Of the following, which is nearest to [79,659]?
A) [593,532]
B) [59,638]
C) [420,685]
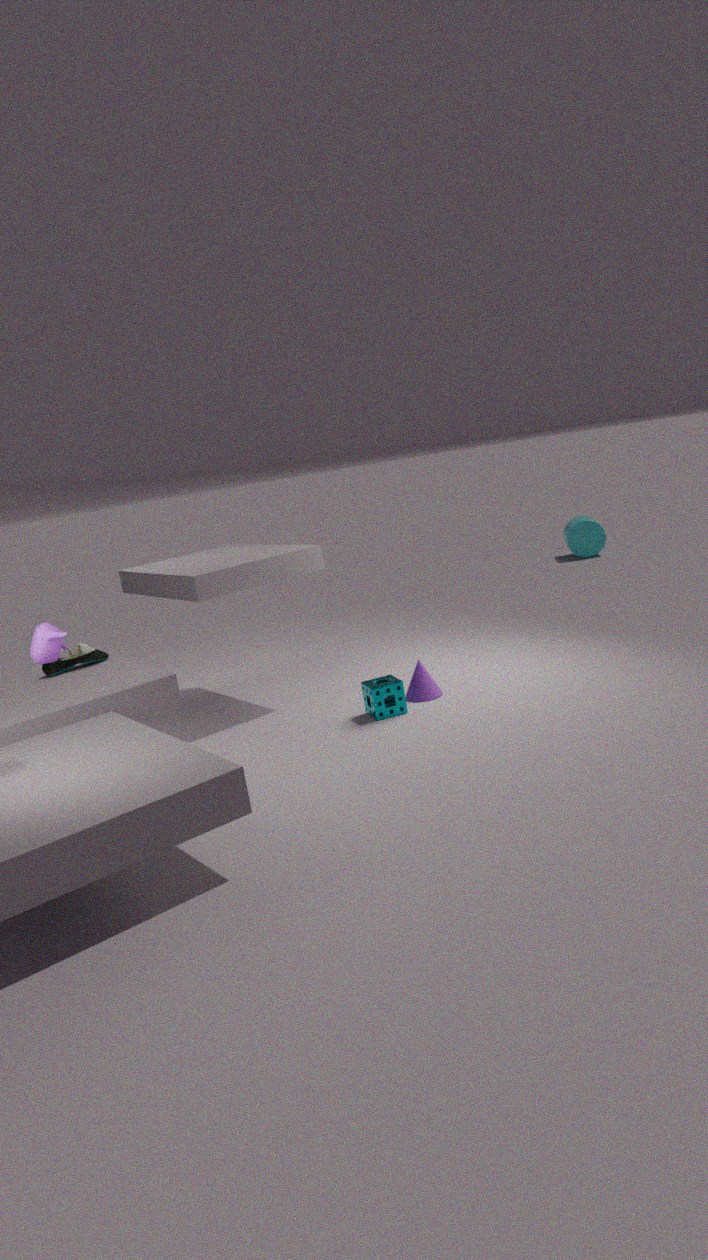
[59,638]
